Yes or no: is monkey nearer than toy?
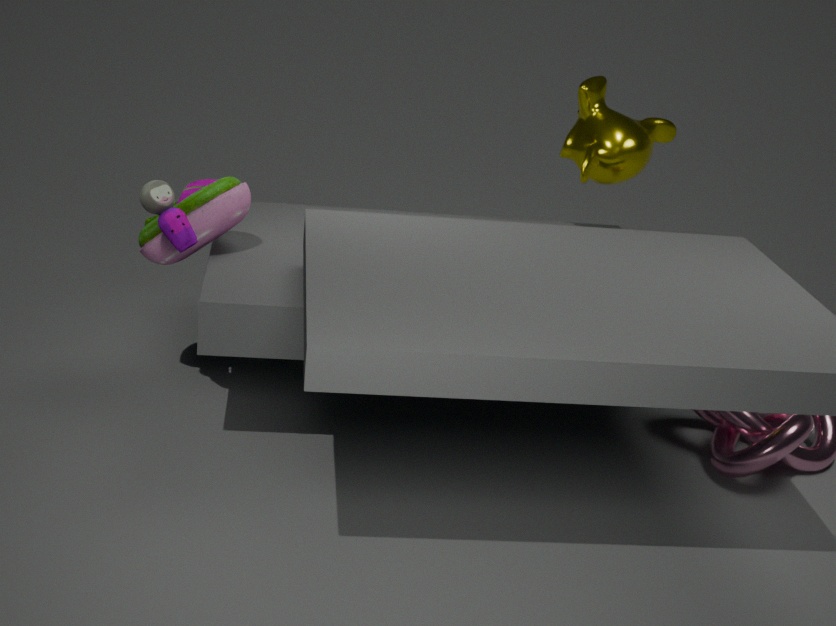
Answer: No
